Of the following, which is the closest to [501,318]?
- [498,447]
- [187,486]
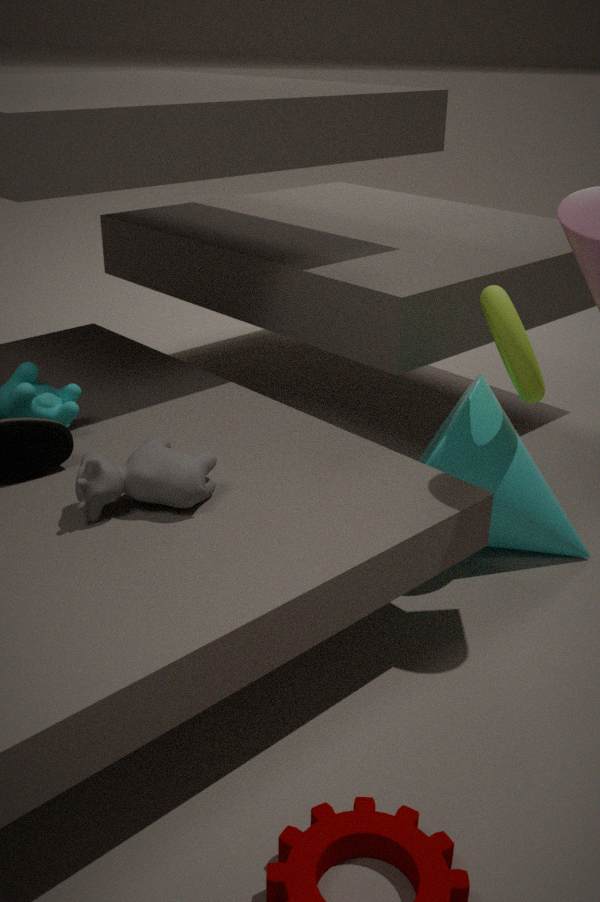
[498,447]
